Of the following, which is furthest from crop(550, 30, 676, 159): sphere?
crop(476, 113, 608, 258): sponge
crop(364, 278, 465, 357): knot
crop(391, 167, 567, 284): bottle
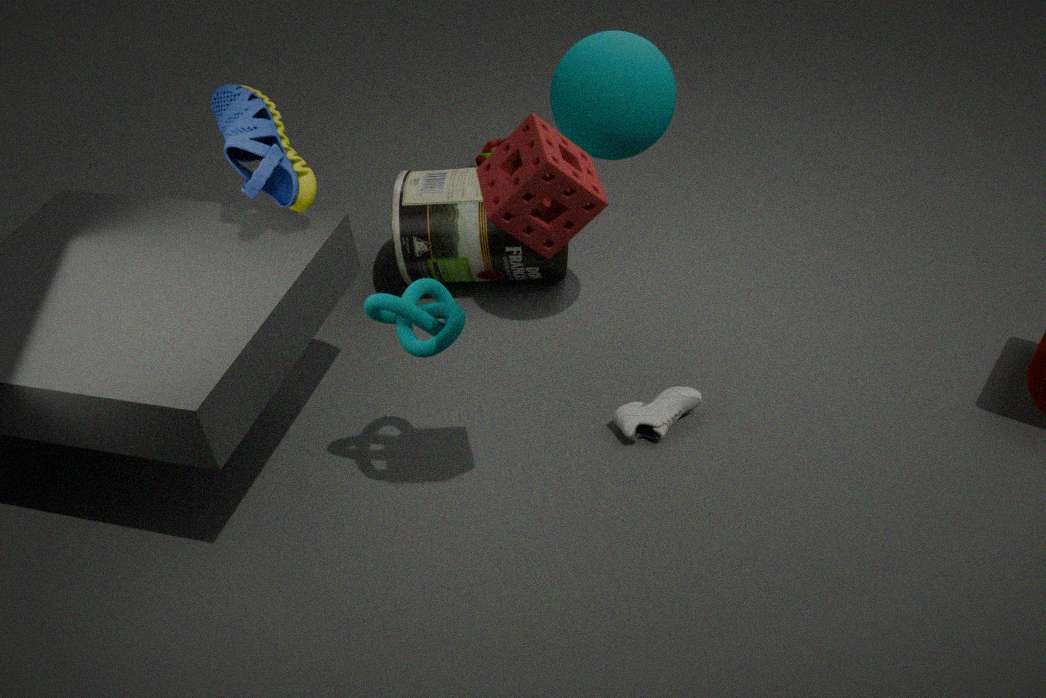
crop(476, 113, 608, 258): sponge
